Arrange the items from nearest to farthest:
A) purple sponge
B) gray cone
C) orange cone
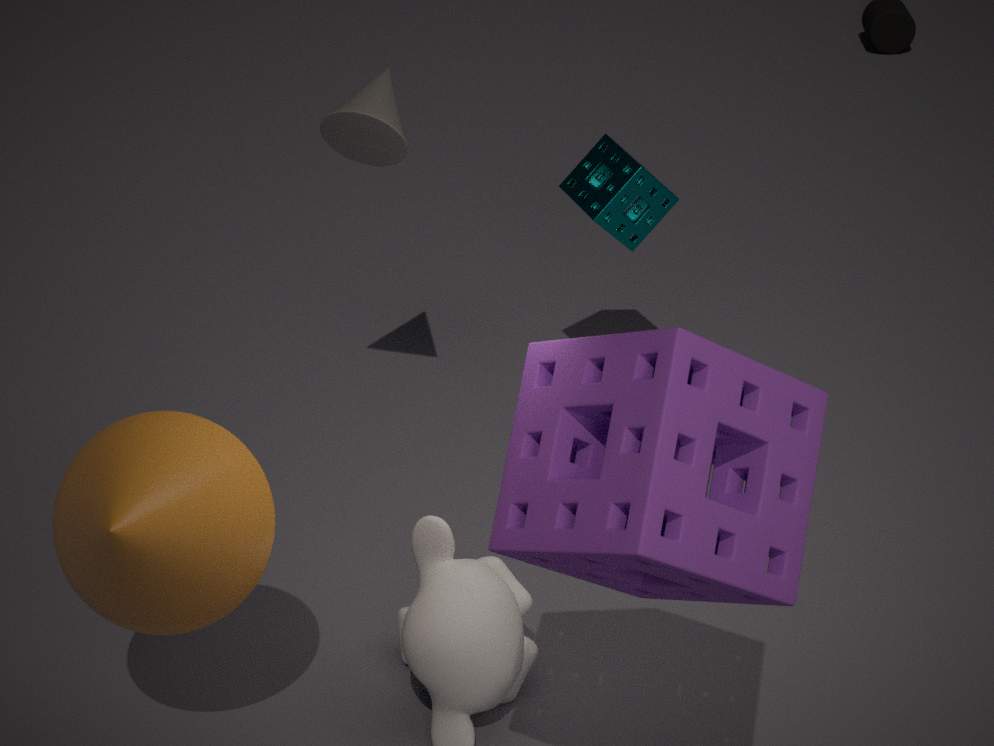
purple sponge → orange cone → gray cone
